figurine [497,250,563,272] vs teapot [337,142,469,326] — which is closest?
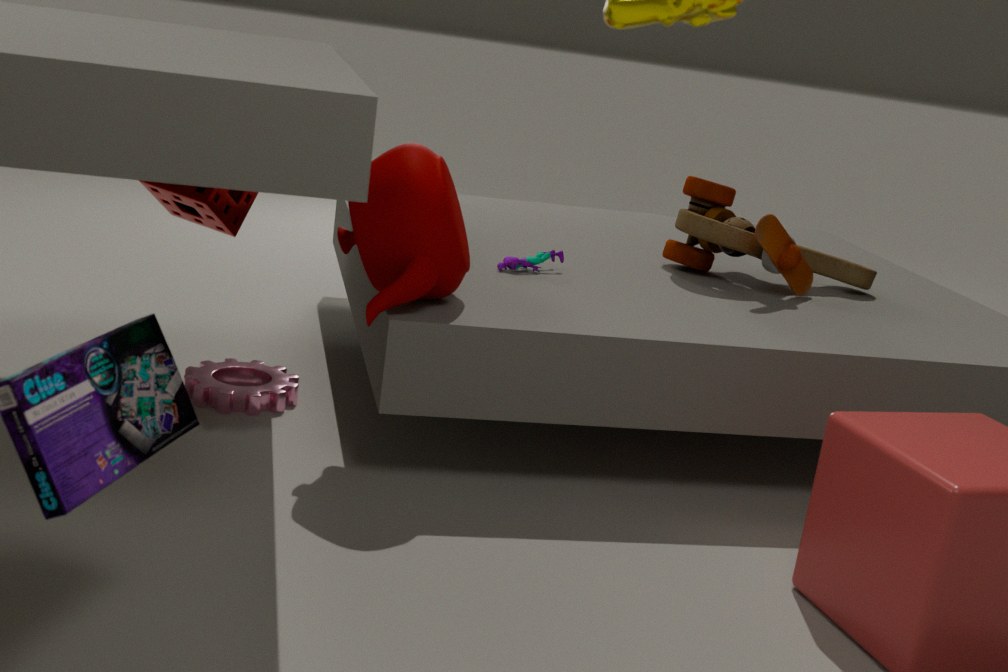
teapot [337,142,469,326]
